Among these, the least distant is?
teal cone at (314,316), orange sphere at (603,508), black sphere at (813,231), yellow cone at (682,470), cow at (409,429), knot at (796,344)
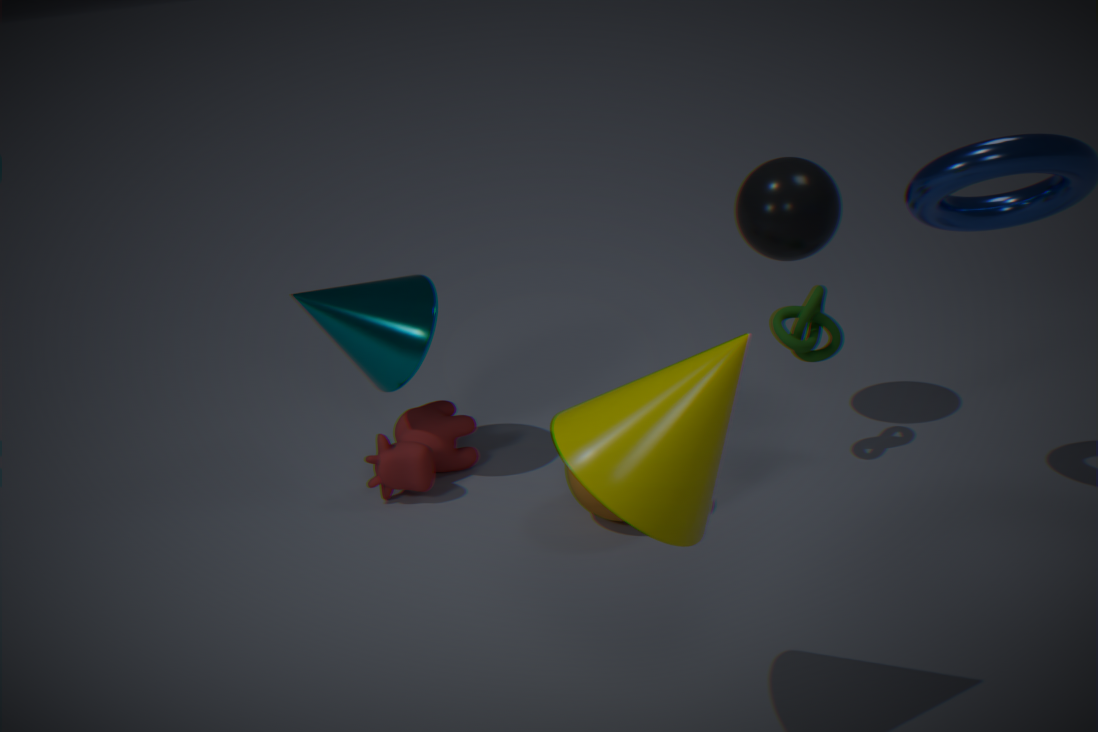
yellow cone at (682,470)
